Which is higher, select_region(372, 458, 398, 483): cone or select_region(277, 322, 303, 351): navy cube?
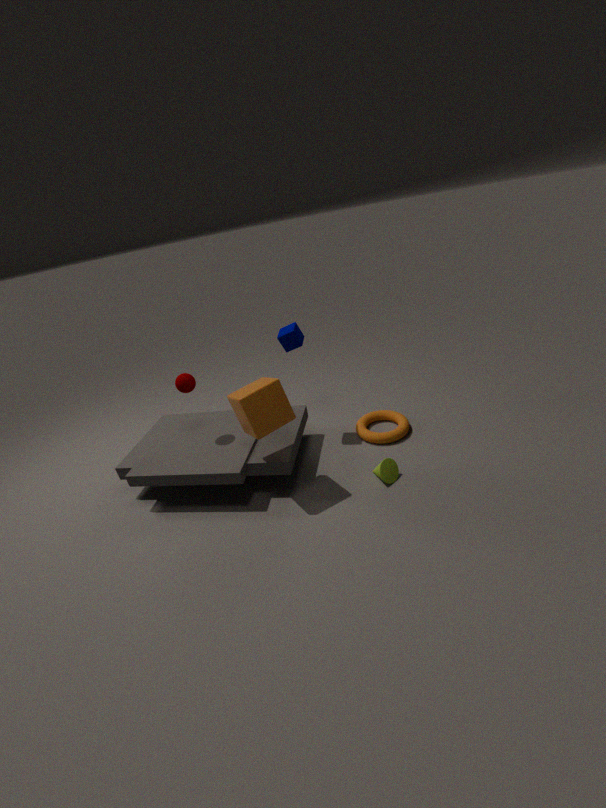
select_region(277, 322, 303, 351): navy cube
